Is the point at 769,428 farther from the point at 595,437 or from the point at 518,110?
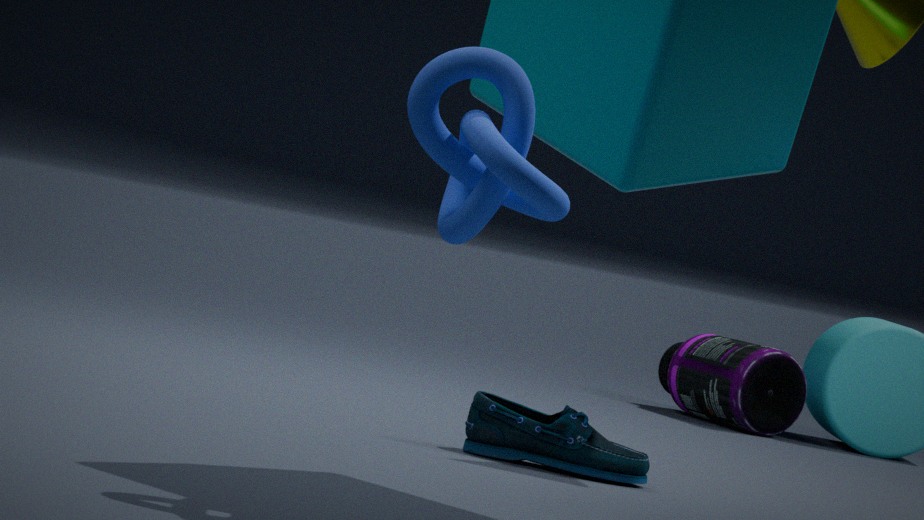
the point at 518,110
